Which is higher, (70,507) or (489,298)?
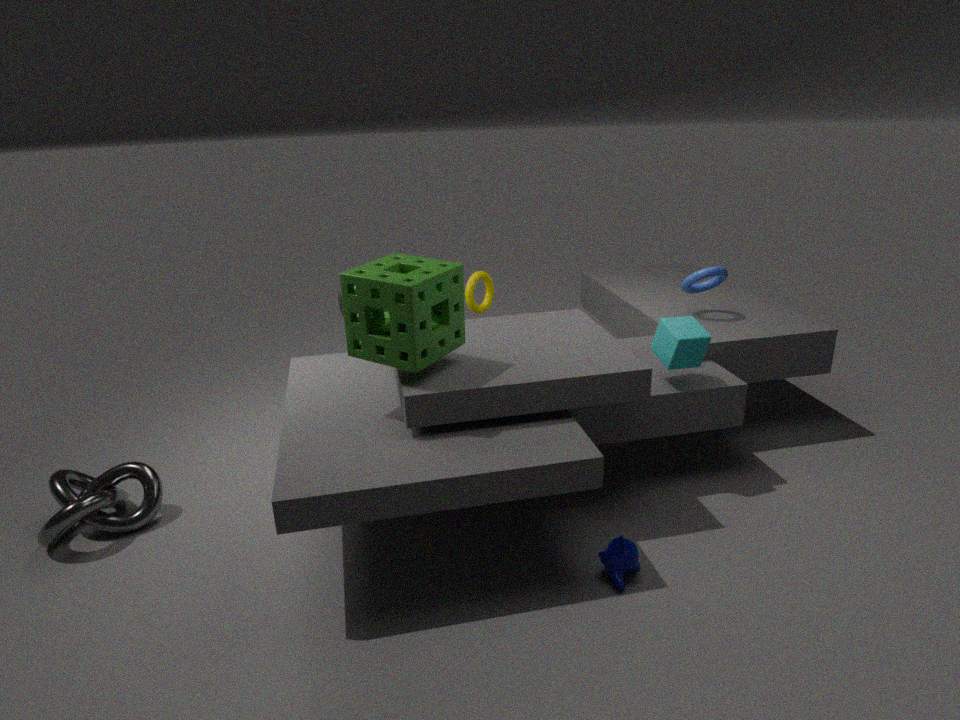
(489,298)
